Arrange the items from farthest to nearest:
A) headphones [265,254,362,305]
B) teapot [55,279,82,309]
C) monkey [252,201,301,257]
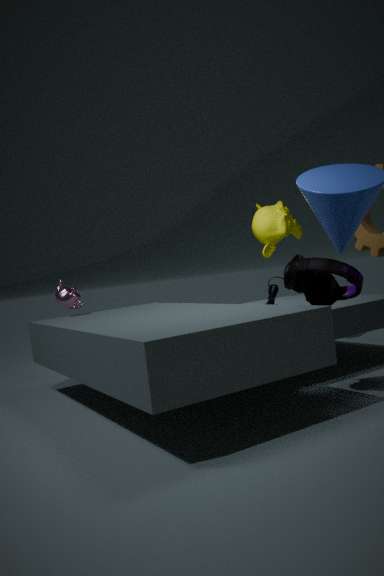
monkey [252,201,301,257], teapot [55,279,82,309], headphones [265,254,362,305]
